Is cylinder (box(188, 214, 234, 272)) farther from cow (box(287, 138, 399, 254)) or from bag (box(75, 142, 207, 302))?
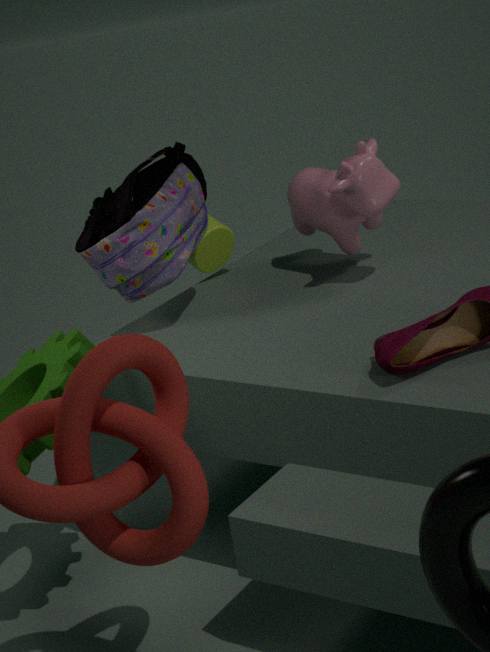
cow (box(287, 138, 399, 254))
